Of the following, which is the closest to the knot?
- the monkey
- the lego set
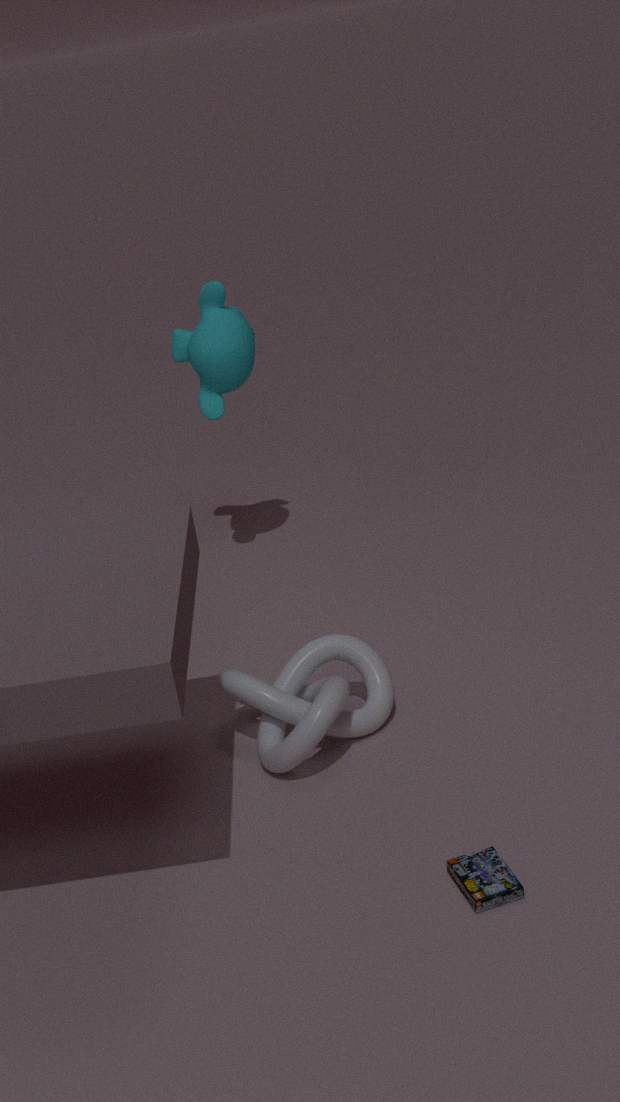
the lego set
